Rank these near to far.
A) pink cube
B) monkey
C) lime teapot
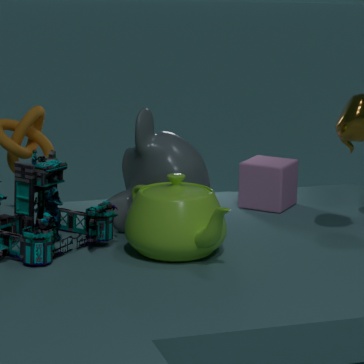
lime teapot < monkey < pink cube
